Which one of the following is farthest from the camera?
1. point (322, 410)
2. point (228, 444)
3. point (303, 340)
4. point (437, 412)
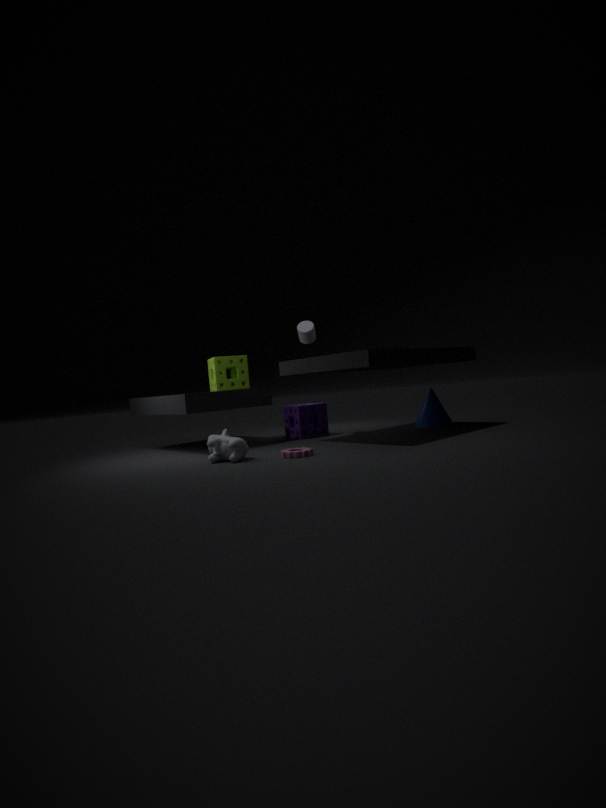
point (322, 410)
